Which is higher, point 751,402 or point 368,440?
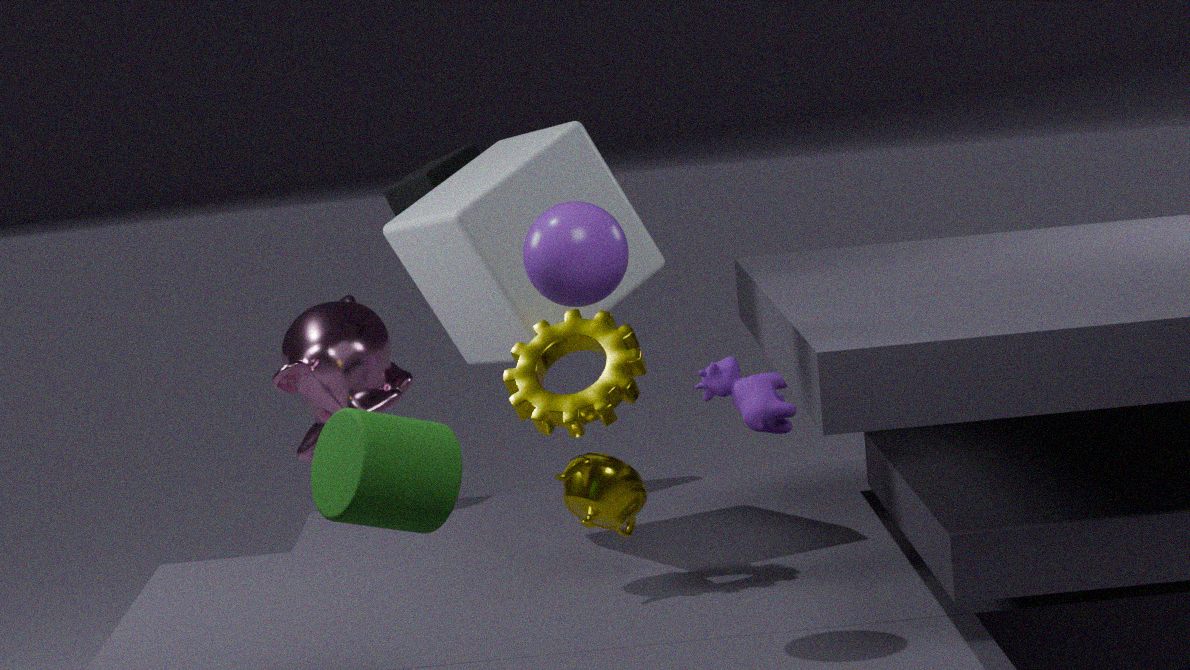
point 368,440
